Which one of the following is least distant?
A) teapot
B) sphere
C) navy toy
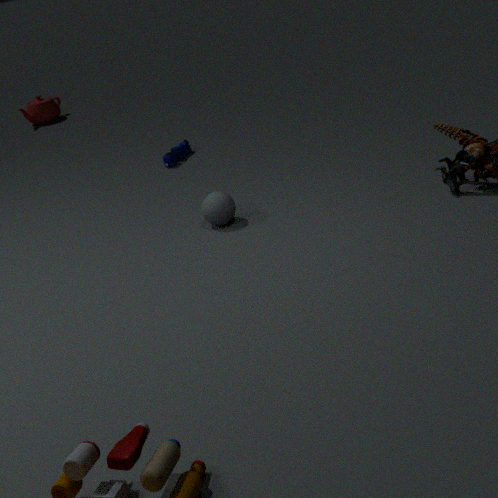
sphere
